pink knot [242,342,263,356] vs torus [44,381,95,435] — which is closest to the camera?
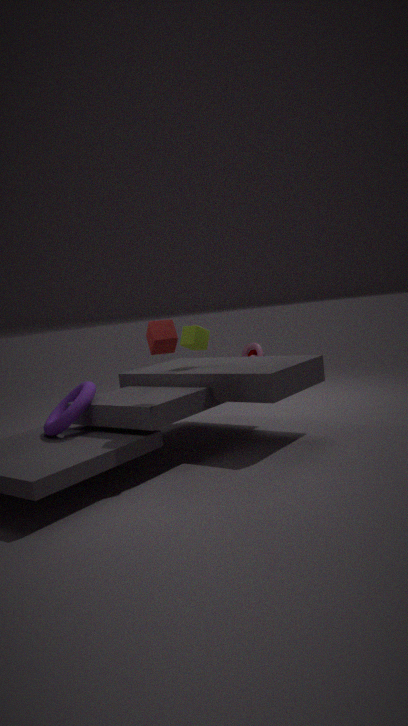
torus [44,381,95,435]
